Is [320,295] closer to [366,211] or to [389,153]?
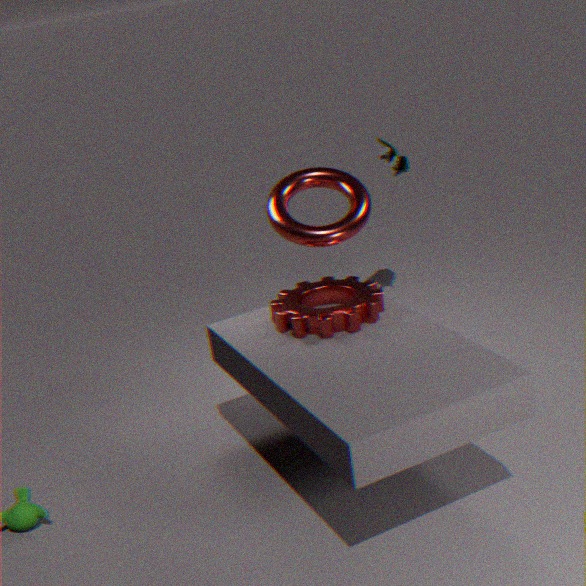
[366,211]
